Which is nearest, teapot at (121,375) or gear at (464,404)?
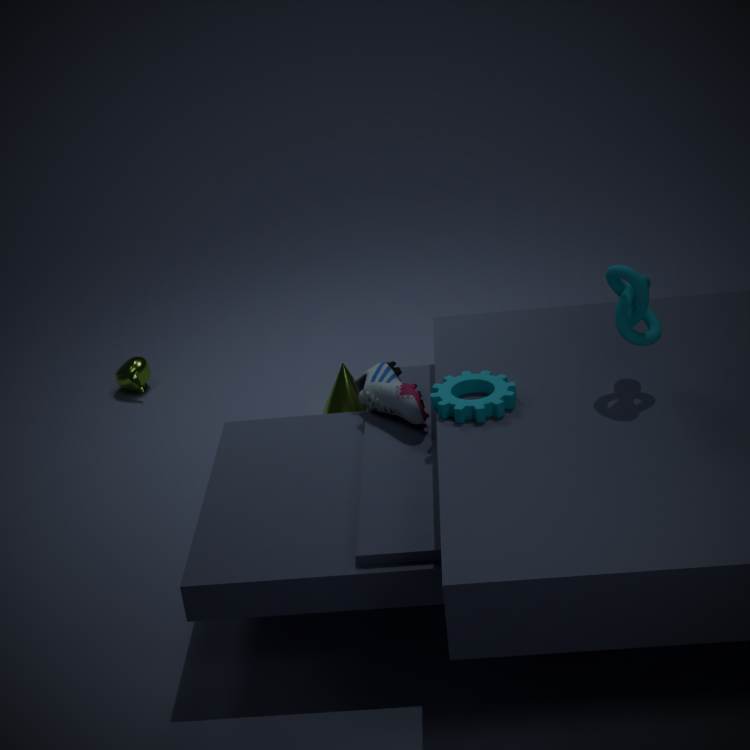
gear at (464,404)
